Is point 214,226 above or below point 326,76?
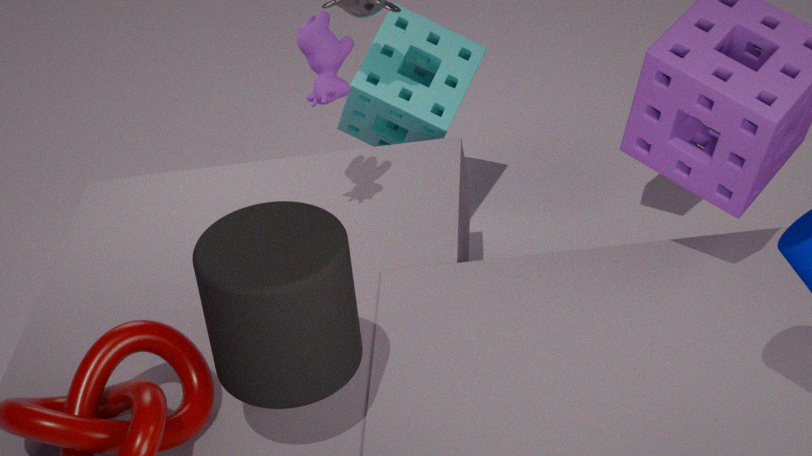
below
